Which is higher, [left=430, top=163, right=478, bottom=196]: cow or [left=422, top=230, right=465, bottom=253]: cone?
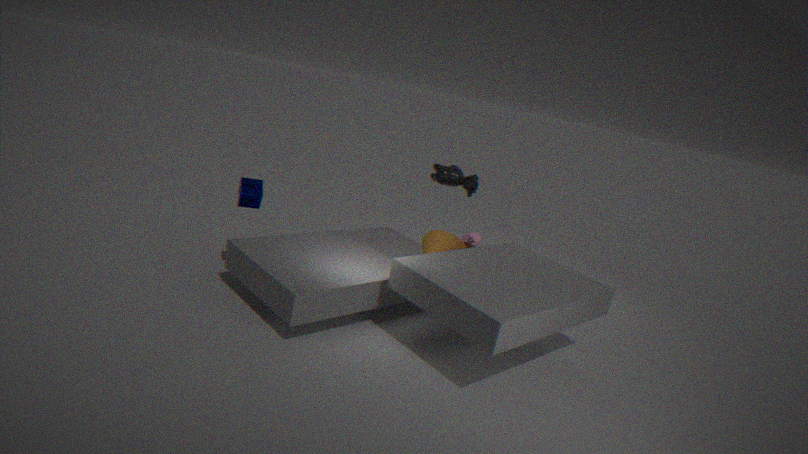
[left=430, top=163, right=478, bottom=196]: cow
